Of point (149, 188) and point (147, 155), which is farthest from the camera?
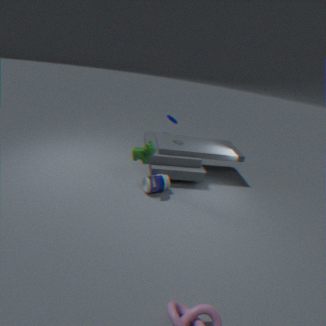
point (149, 188)
